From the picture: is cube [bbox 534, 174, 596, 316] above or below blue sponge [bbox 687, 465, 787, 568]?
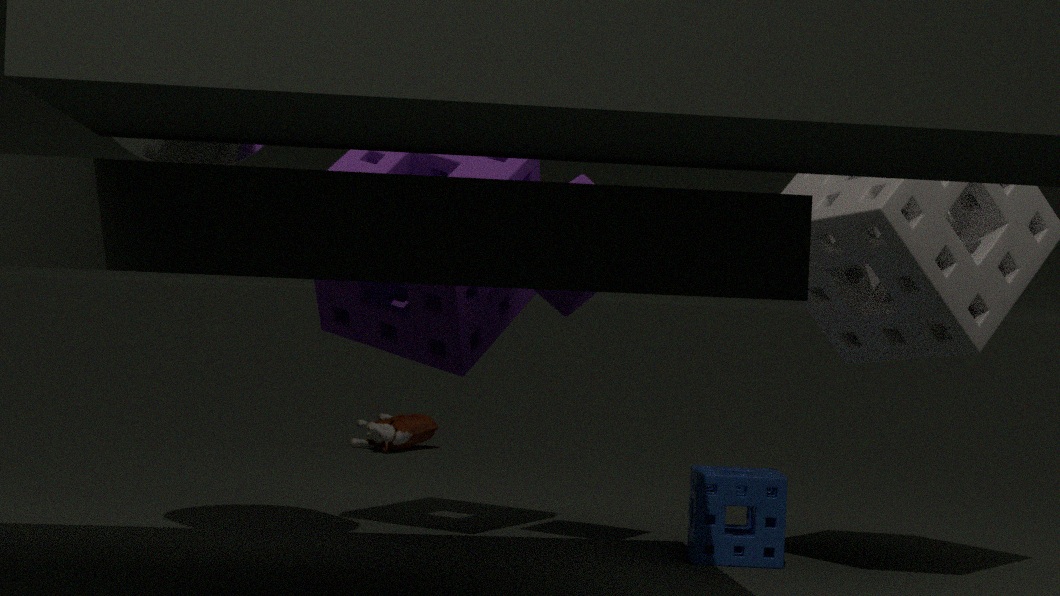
above
